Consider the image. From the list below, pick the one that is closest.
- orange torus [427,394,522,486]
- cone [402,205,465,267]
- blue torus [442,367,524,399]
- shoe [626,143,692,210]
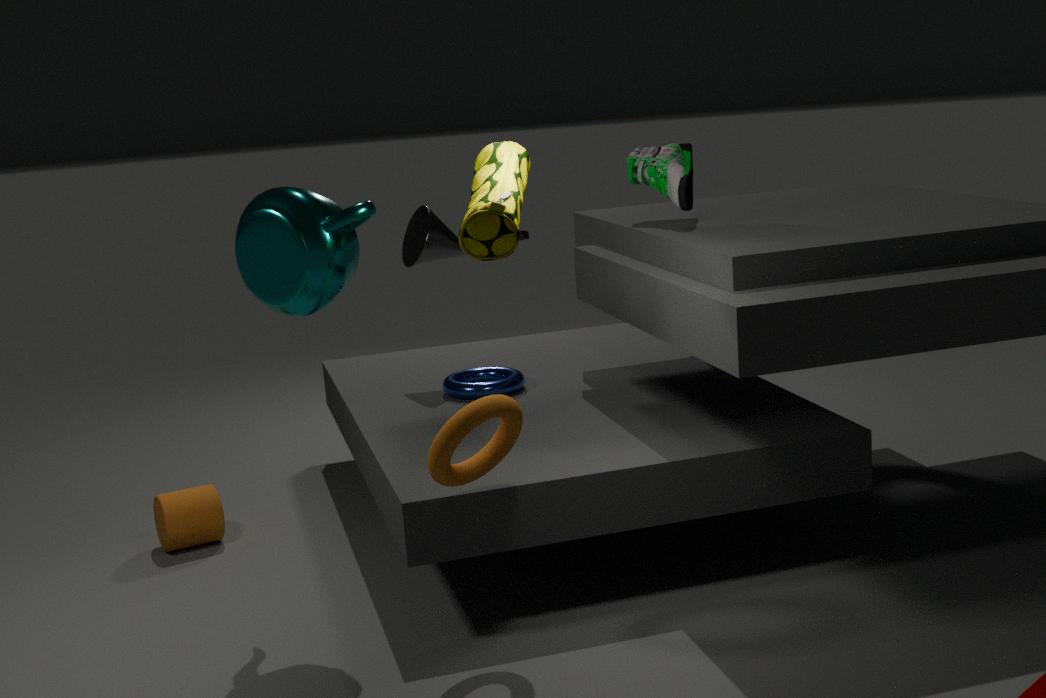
orange torus [427,394,522,486]
